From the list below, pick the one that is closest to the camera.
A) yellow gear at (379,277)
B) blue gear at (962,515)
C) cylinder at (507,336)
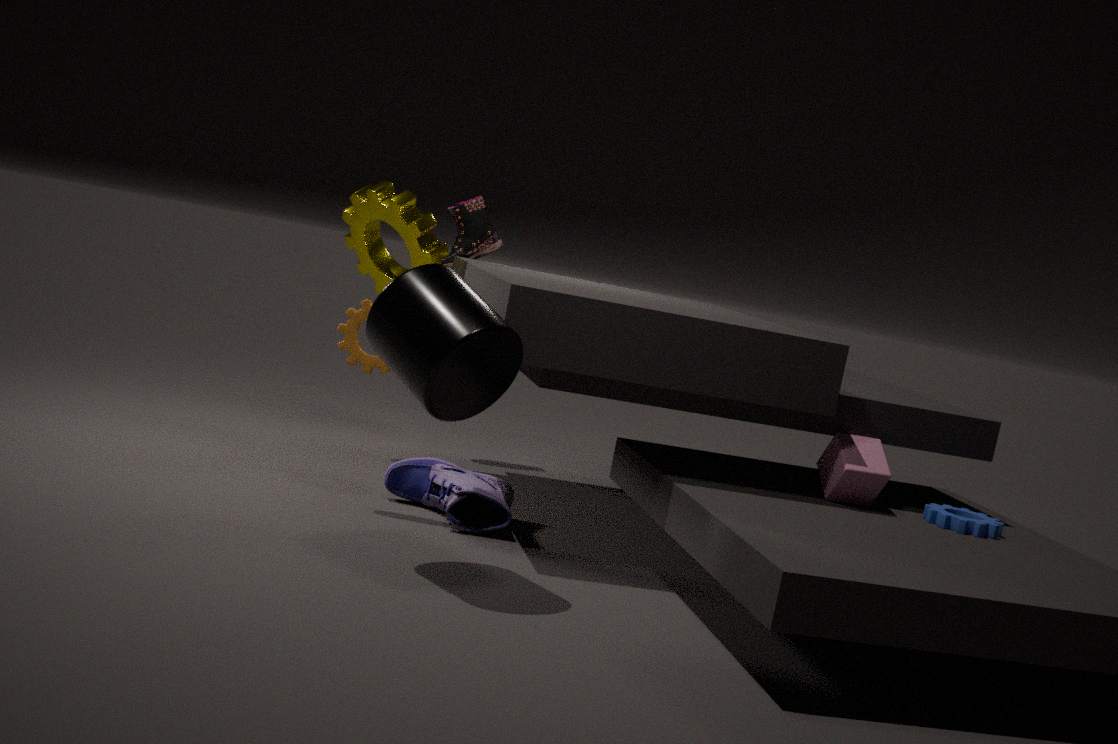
C. cylinder at (507,336)
